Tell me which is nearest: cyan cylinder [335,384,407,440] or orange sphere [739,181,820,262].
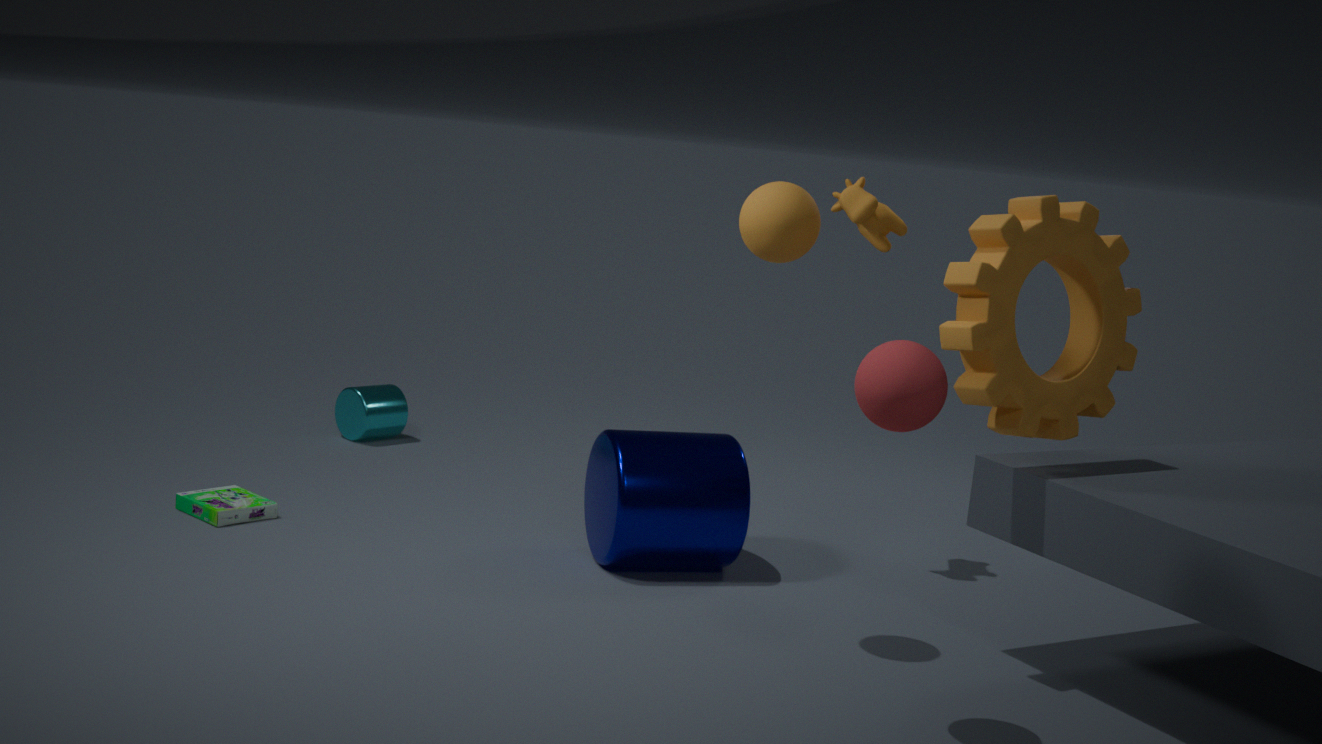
orange sphere [739,181,820,262]
